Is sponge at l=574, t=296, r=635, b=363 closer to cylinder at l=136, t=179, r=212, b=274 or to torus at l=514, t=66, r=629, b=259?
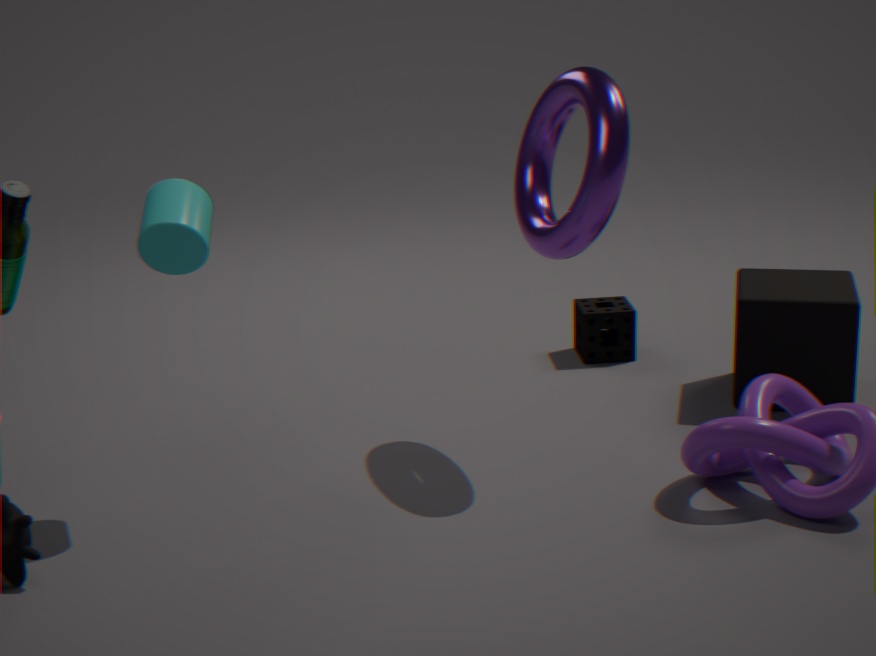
torus at l=514, t=66, r=629, b=259
